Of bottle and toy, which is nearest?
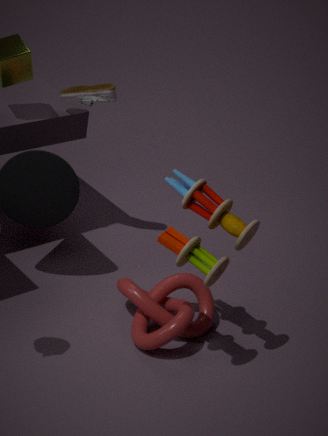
toy
